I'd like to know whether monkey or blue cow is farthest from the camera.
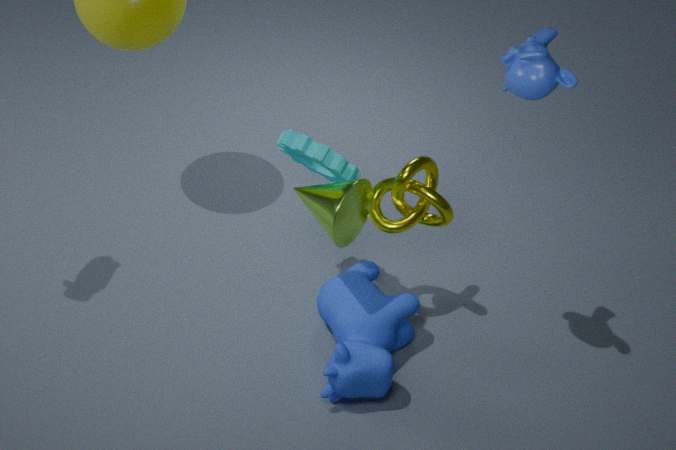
blue cow
